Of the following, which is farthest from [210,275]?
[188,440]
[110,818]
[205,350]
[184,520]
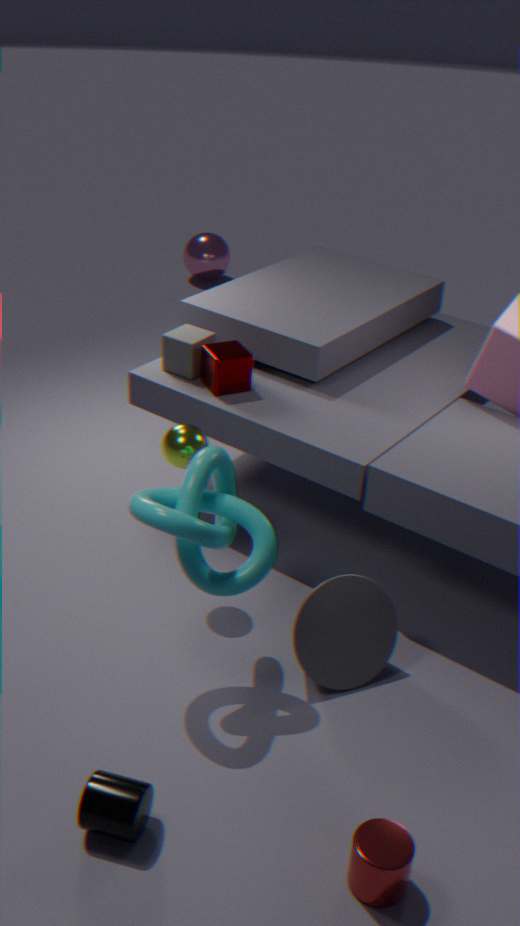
[110,818]
